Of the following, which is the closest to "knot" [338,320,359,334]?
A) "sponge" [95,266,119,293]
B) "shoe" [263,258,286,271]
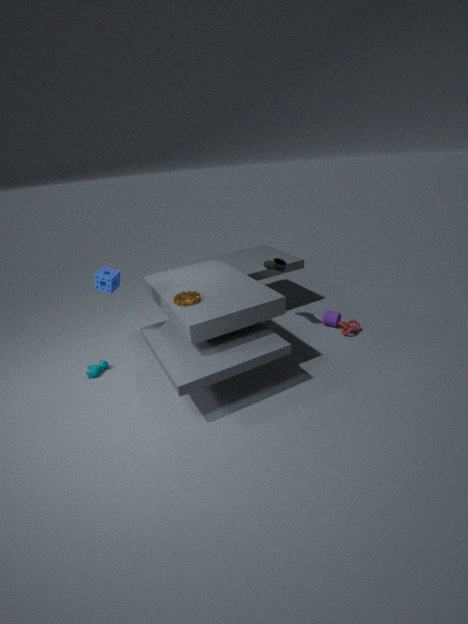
"shoe" [263,258,286,271]
